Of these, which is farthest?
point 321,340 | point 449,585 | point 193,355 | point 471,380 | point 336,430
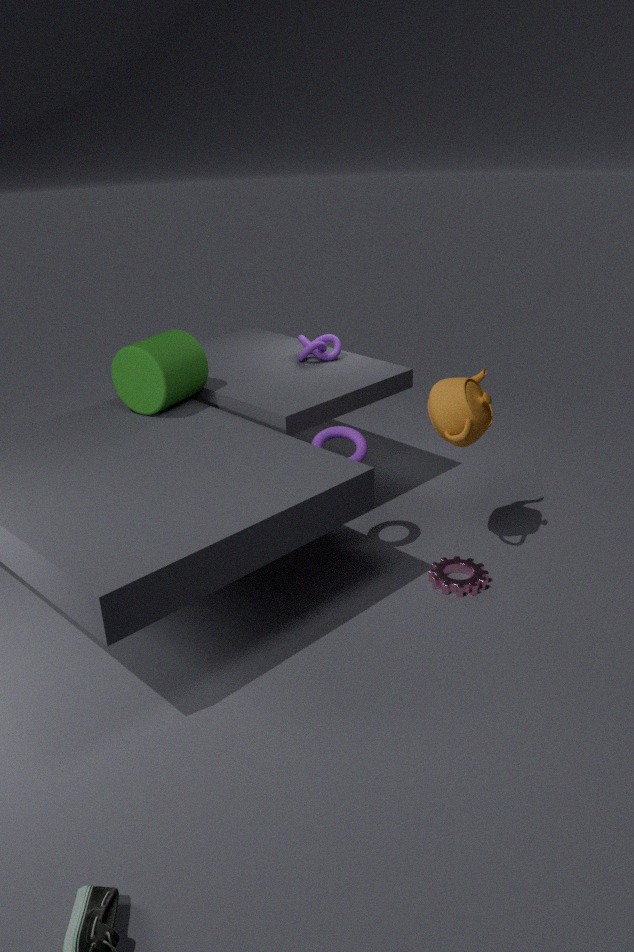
point 321,340
